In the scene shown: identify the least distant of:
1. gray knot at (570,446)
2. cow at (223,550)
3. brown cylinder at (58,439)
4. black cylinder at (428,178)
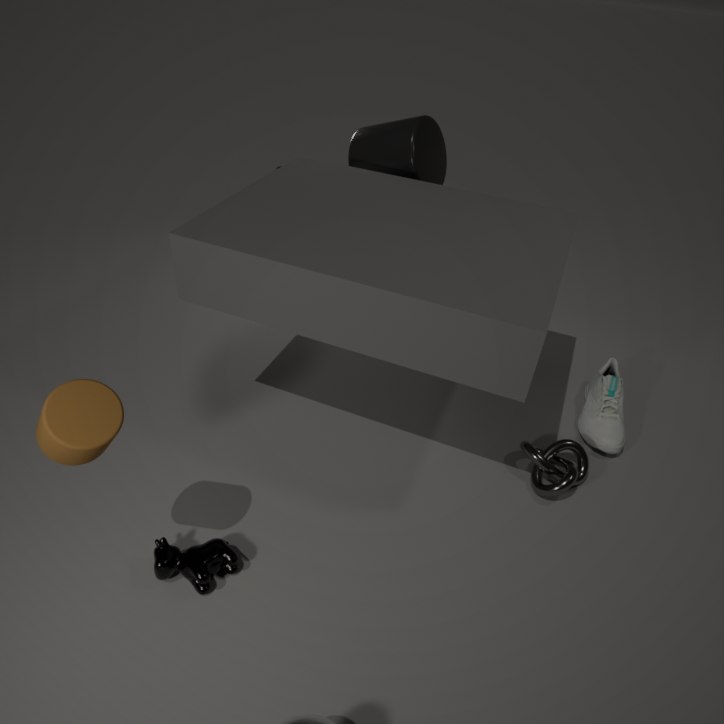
brown cylinder at (58,439)
